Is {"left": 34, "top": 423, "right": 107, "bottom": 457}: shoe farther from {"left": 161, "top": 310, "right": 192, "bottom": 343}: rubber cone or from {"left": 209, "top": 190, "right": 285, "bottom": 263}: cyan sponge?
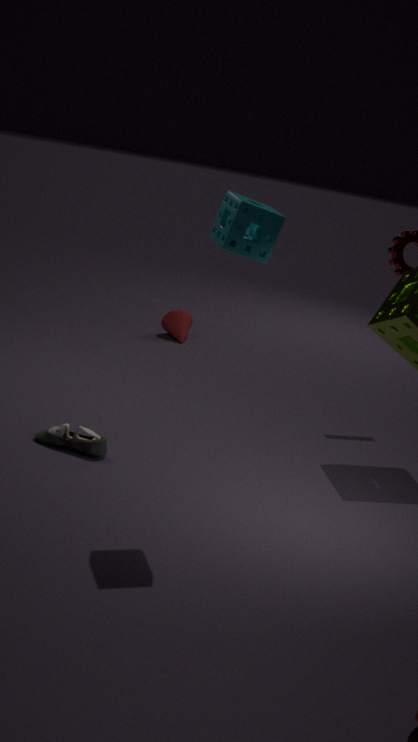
{"left": 161, "top": 310, "right": 192, "bottom": 343}: rubber cone
